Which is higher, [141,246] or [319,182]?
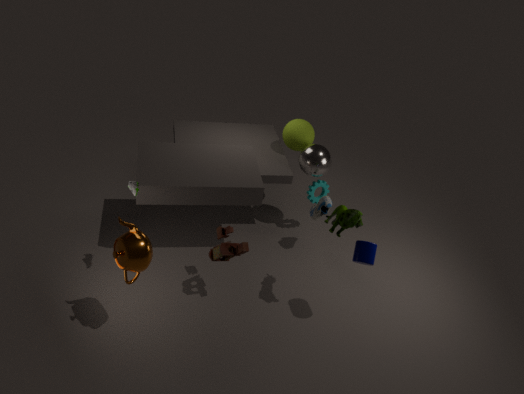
[141,246]
